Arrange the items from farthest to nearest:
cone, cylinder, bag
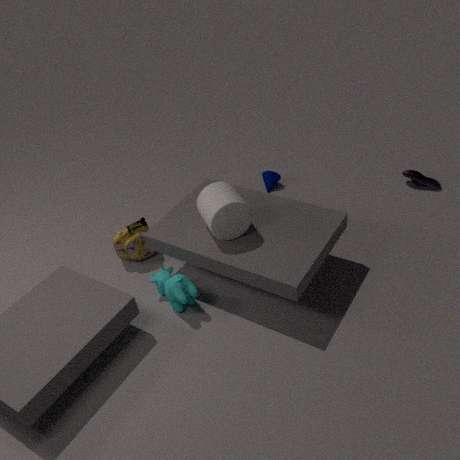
cone
bag
cylinder
